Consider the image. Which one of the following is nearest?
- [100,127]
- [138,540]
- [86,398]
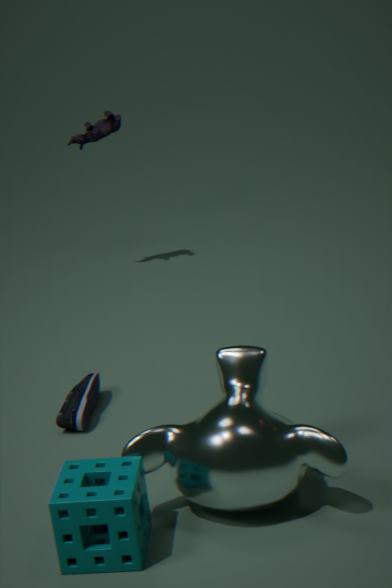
[138,540]
